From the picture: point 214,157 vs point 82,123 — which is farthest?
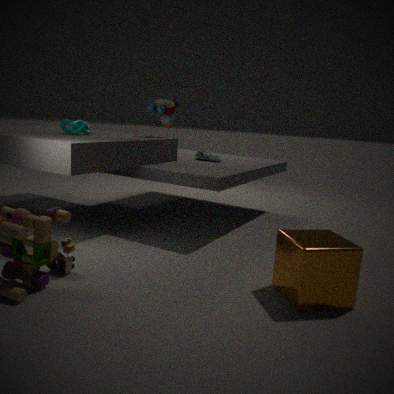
point 214,157
